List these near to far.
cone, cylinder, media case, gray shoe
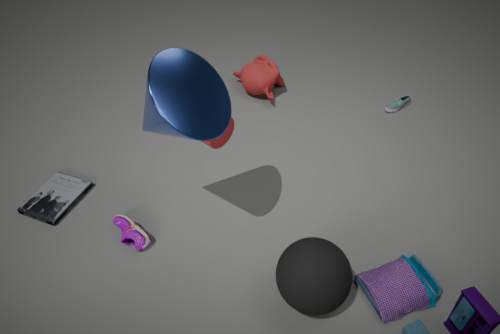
cone, cylinder, media case, gray shoe
